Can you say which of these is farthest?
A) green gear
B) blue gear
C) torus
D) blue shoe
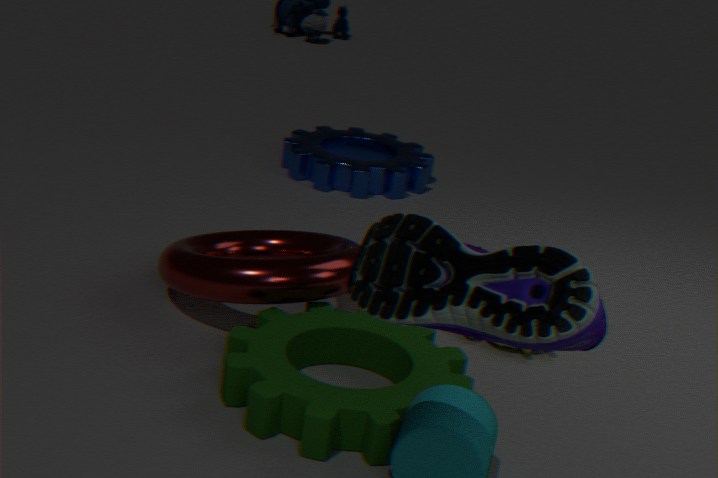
blue gear
